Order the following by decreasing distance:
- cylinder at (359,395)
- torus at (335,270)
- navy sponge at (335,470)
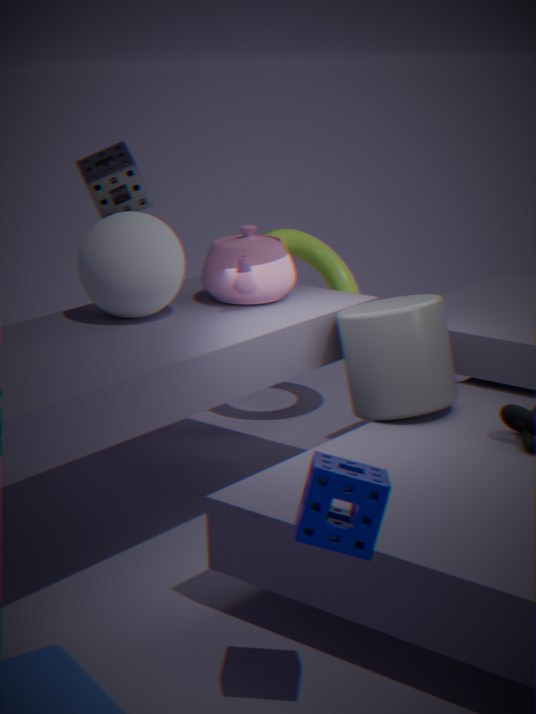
torus at (335,270) < cylinder at (359,395) < navy sponge at (335,470)
